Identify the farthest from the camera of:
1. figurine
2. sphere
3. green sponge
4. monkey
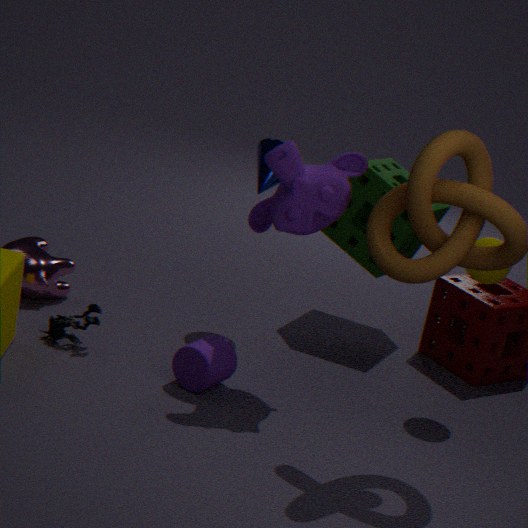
green sponge
